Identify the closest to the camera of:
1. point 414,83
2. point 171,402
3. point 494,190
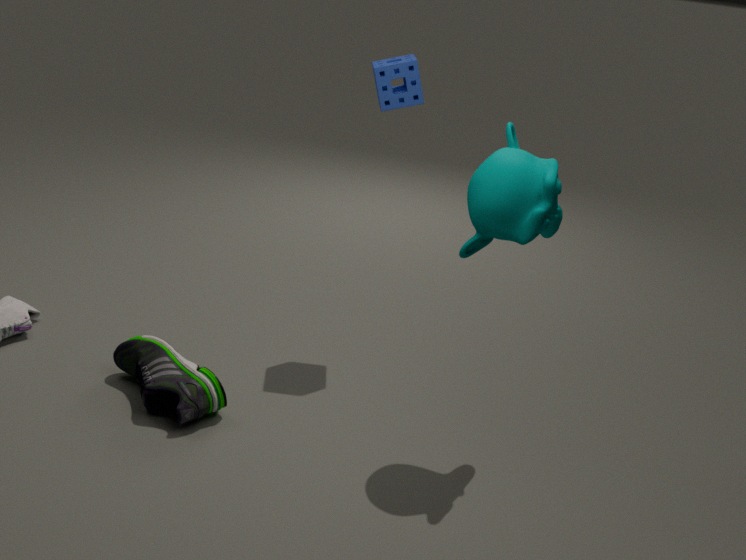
point 494,190
